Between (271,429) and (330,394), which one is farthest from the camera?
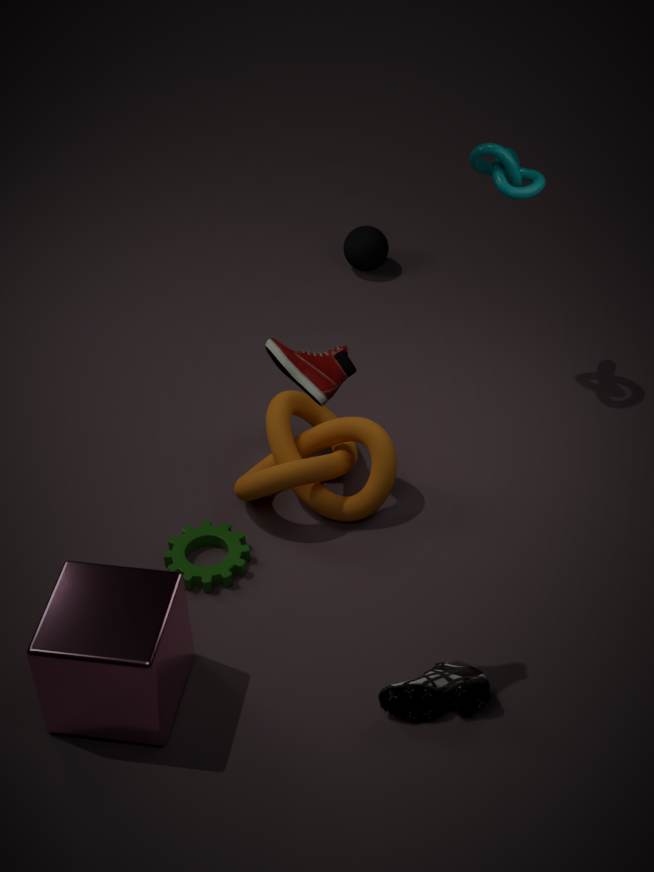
(271,429)
